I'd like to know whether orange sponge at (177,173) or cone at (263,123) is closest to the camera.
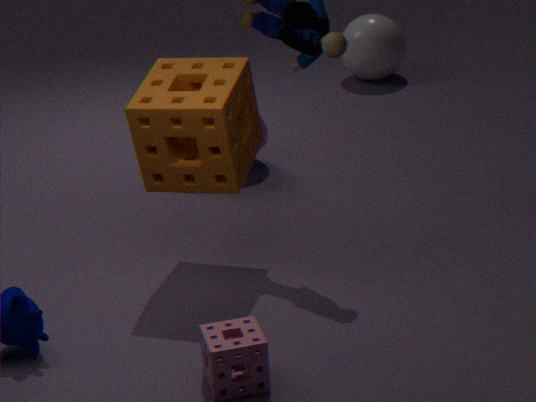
orange sponge at (177,173)
